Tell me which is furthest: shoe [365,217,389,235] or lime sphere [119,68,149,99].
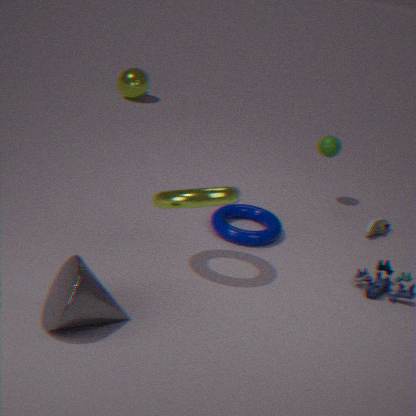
lime sphere [119,68,149,99]
